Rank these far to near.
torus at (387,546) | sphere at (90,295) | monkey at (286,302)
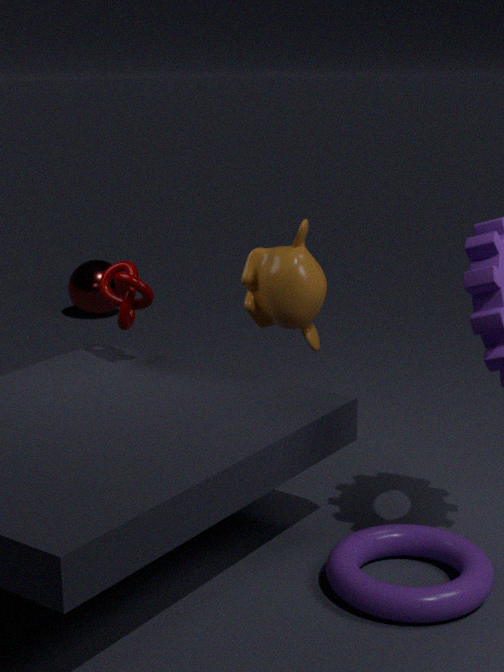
sphere at (90,295)
monkey at (286,302)
torus at (387,546)
